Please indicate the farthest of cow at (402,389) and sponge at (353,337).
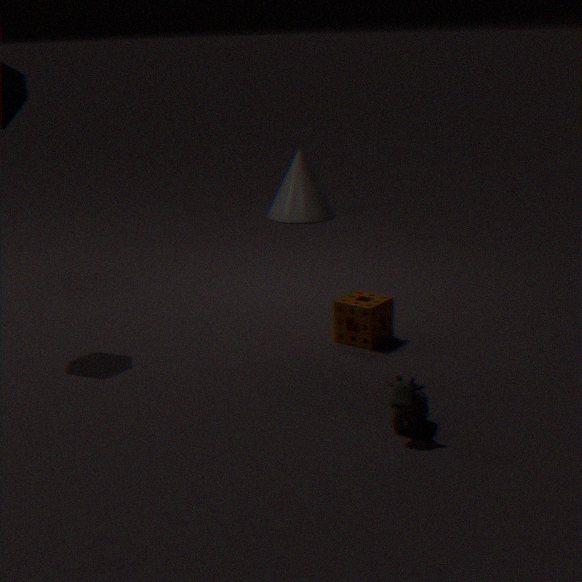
sponge at (353,337)
